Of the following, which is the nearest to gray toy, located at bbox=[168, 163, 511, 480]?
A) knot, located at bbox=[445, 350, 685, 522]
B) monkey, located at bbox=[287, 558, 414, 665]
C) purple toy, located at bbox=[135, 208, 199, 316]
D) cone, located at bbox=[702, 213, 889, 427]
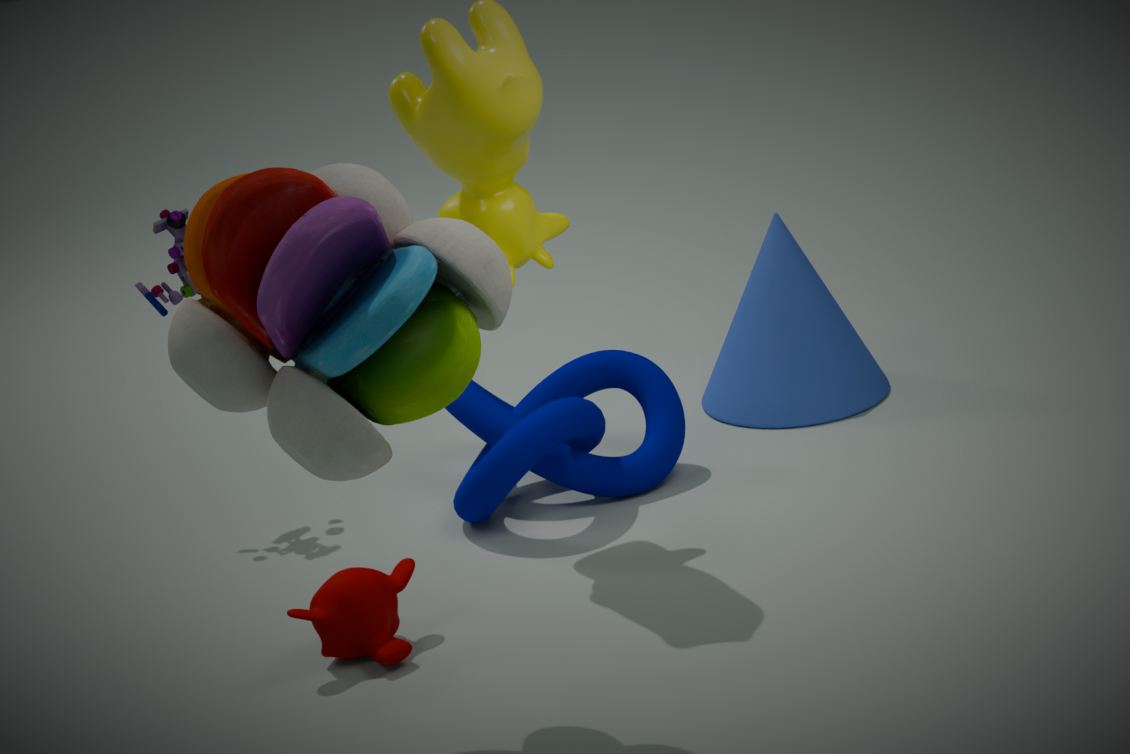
monkey, located at bbox=[287, 558, 414, 665]
